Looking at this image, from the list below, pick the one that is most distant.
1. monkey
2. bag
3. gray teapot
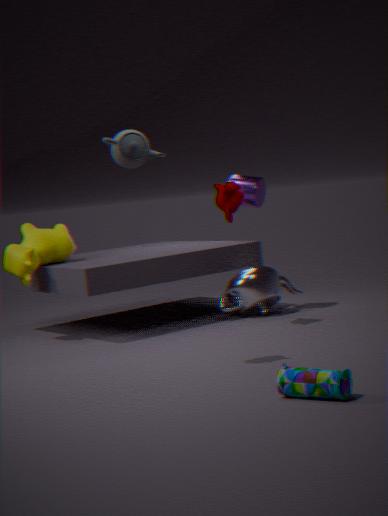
monkey
